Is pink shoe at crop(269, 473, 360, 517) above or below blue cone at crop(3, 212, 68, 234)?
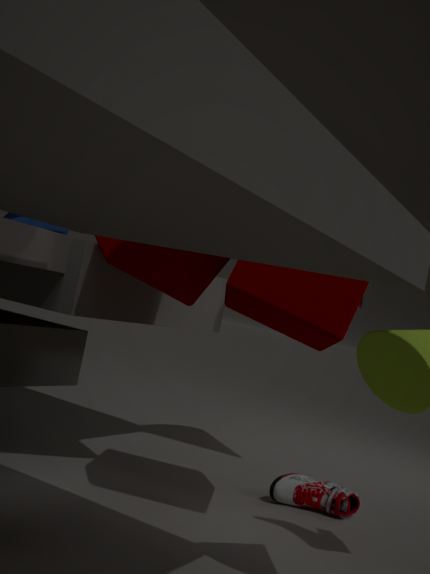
below
